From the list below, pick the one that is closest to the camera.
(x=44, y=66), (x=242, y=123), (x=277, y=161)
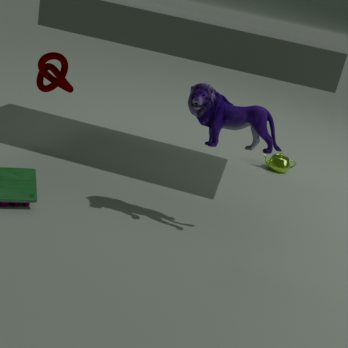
(x=242, y=123)
